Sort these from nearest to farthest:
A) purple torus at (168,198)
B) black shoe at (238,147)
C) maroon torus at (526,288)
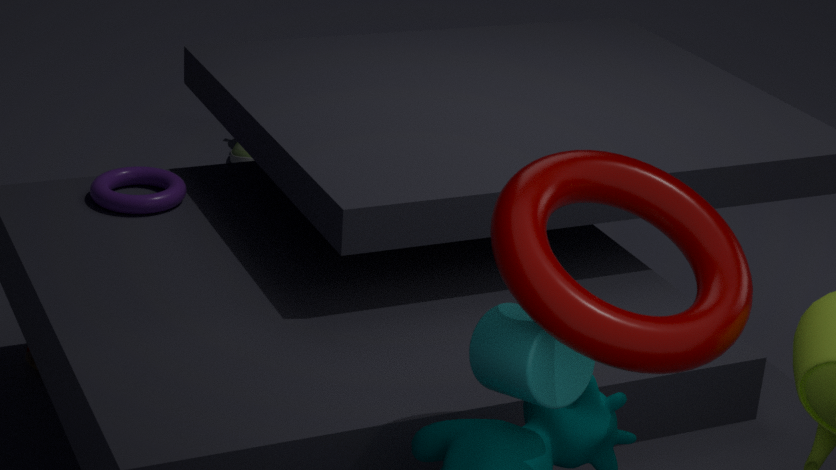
maroon torus at (526,288), purple torus at (168,198), black shoe at (238,147)
